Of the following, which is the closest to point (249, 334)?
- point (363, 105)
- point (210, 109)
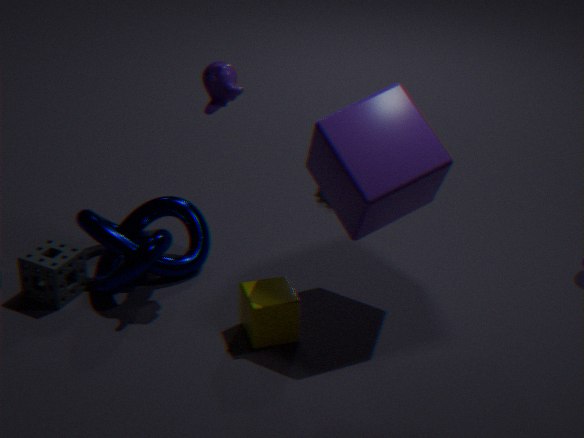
point (363, 105)
